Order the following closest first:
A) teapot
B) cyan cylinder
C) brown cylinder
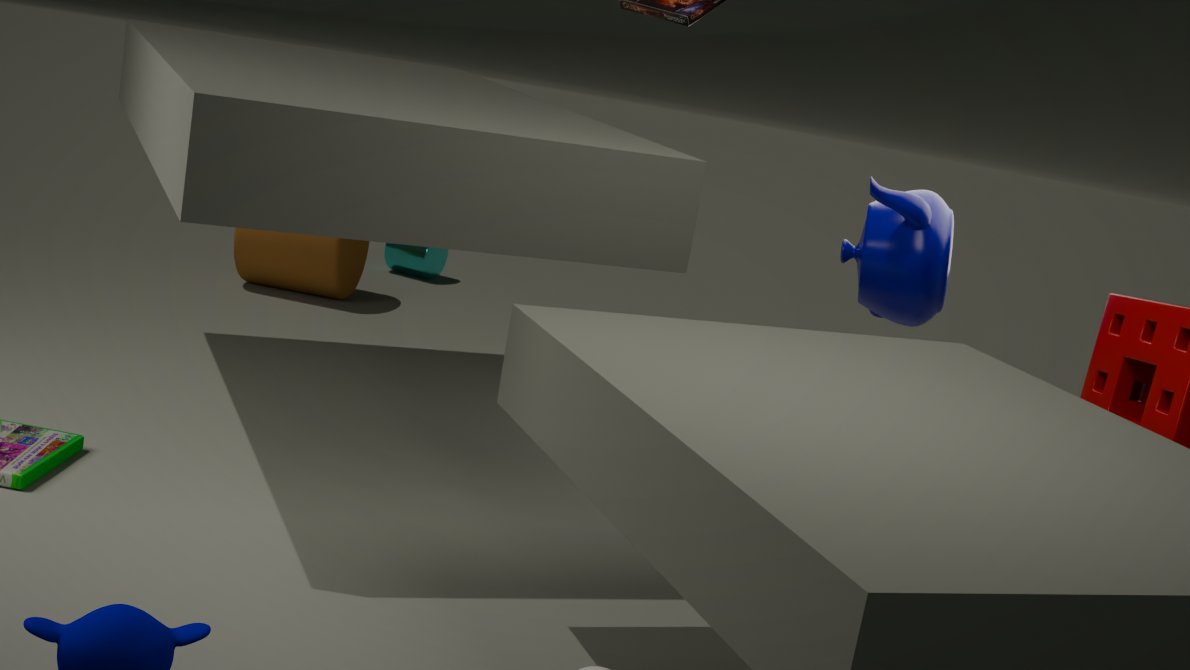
teapot < brown cylinder < cyan cylinder
